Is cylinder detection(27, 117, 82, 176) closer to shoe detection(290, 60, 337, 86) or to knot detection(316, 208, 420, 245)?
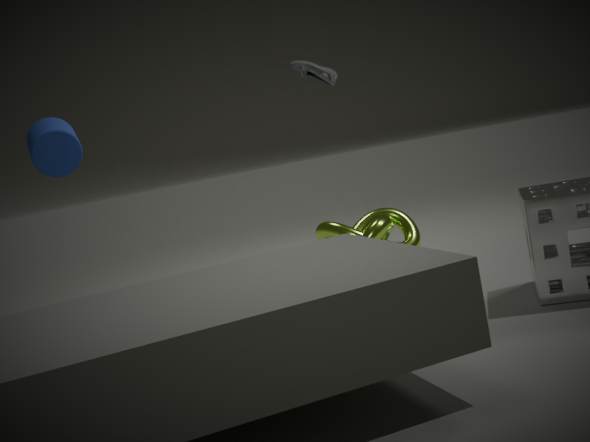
shoe detection(290, 60, 337, 86)
